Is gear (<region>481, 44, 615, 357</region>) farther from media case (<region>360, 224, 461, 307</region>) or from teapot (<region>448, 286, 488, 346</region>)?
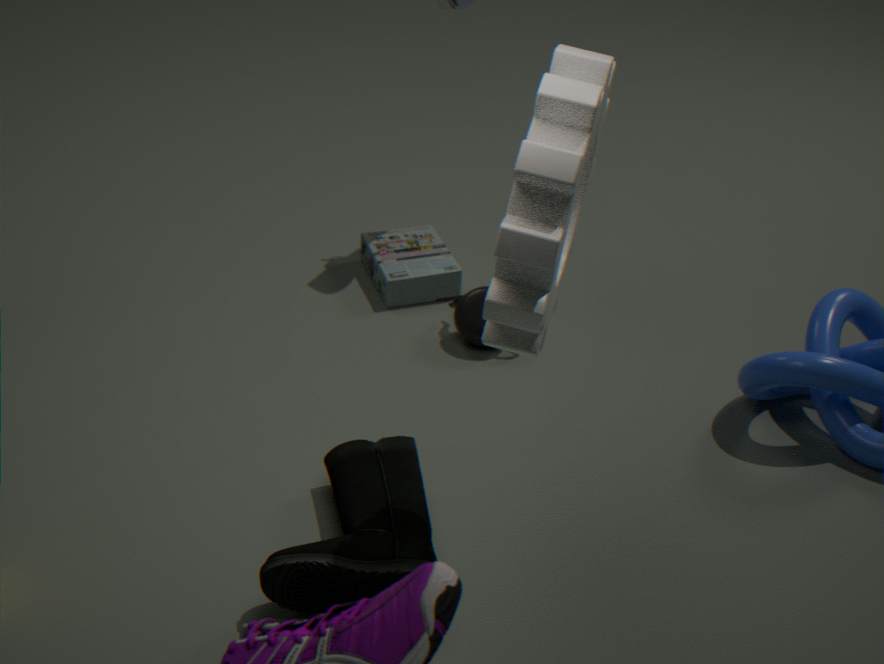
media case (<region>360, 224, 461, 307</region>)
